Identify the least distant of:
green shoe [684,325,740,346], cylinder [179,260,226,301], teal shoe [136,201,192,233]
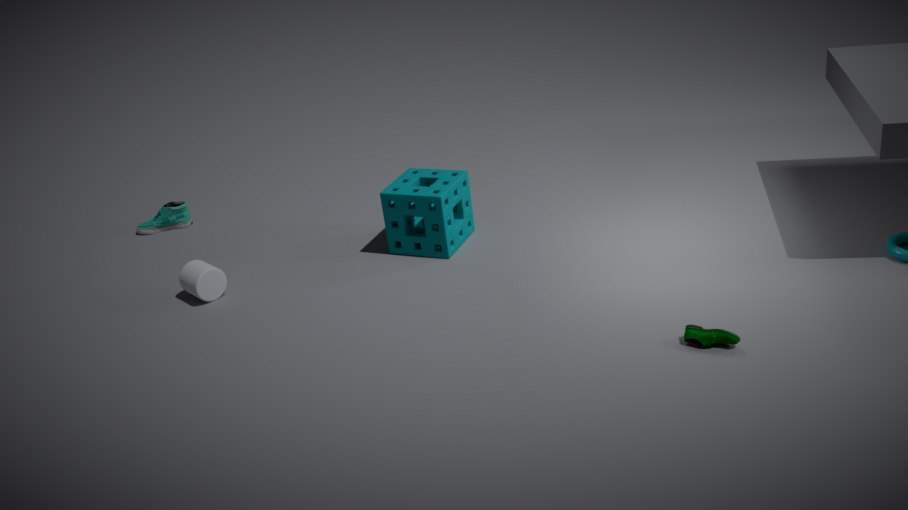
green shoe [684,325,740,346]
